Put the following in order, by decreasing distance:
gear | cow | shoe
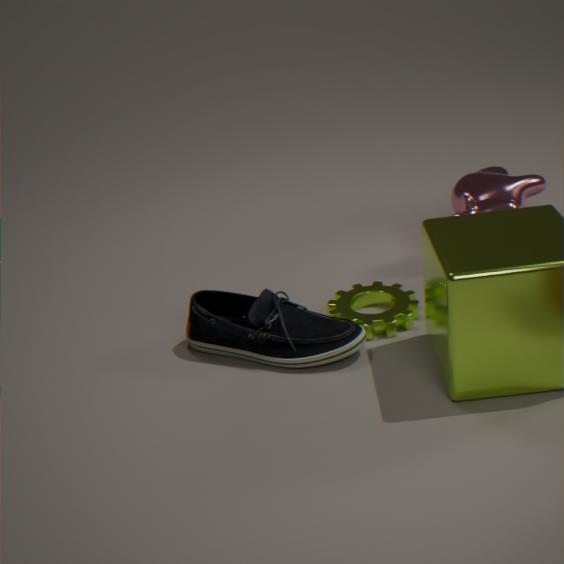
cow → gear → shoe
